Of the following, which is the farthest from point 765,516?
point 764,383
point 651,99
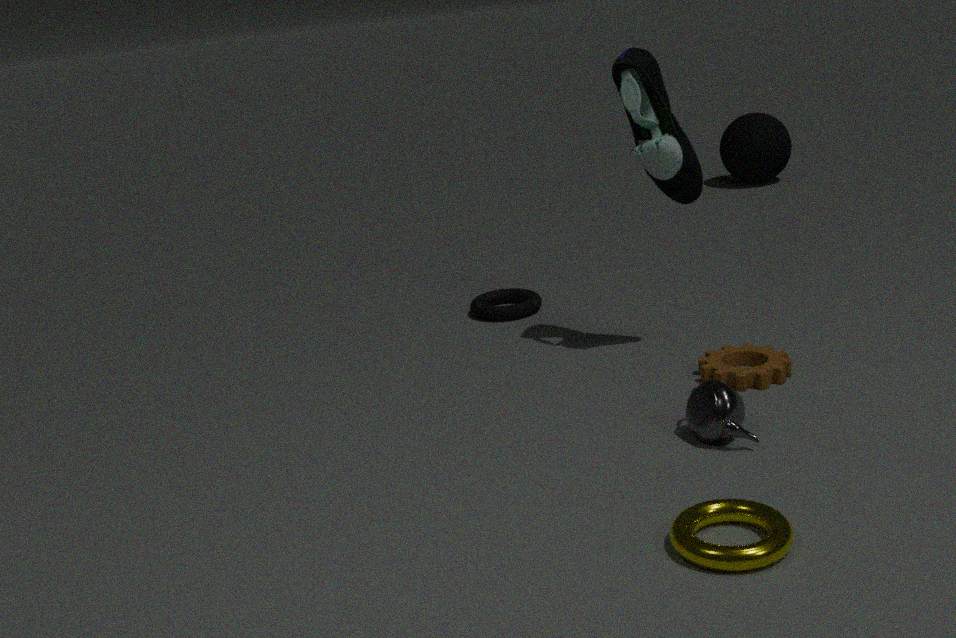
point 651,99
